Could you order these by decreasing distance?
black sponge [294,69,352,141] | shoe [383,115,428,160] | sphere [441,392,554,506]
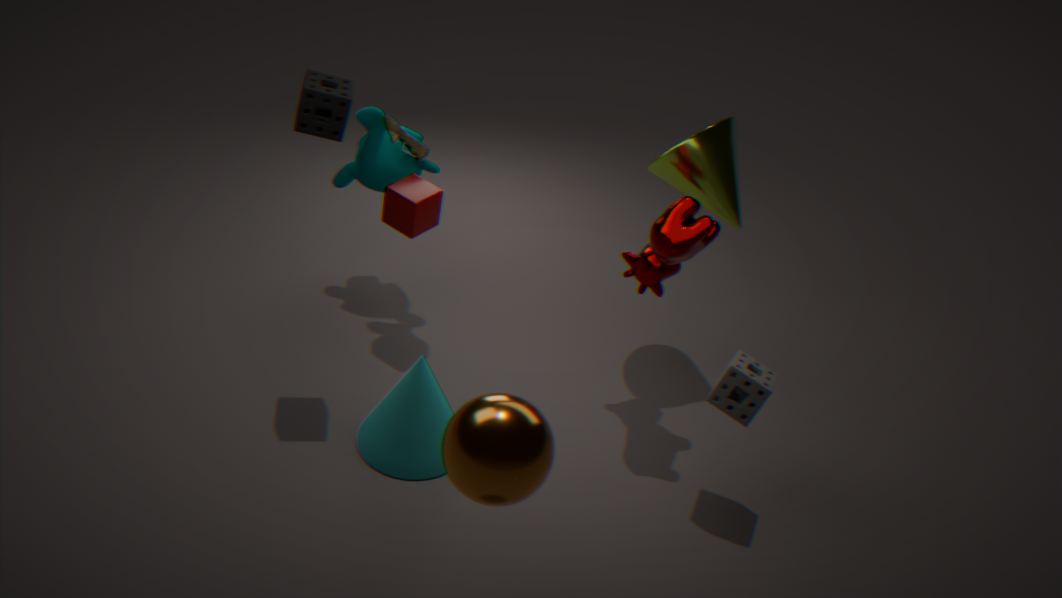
shoe [383,115,428,160], black sponge [294,69,352,141], sphere [441,392,554,506]
